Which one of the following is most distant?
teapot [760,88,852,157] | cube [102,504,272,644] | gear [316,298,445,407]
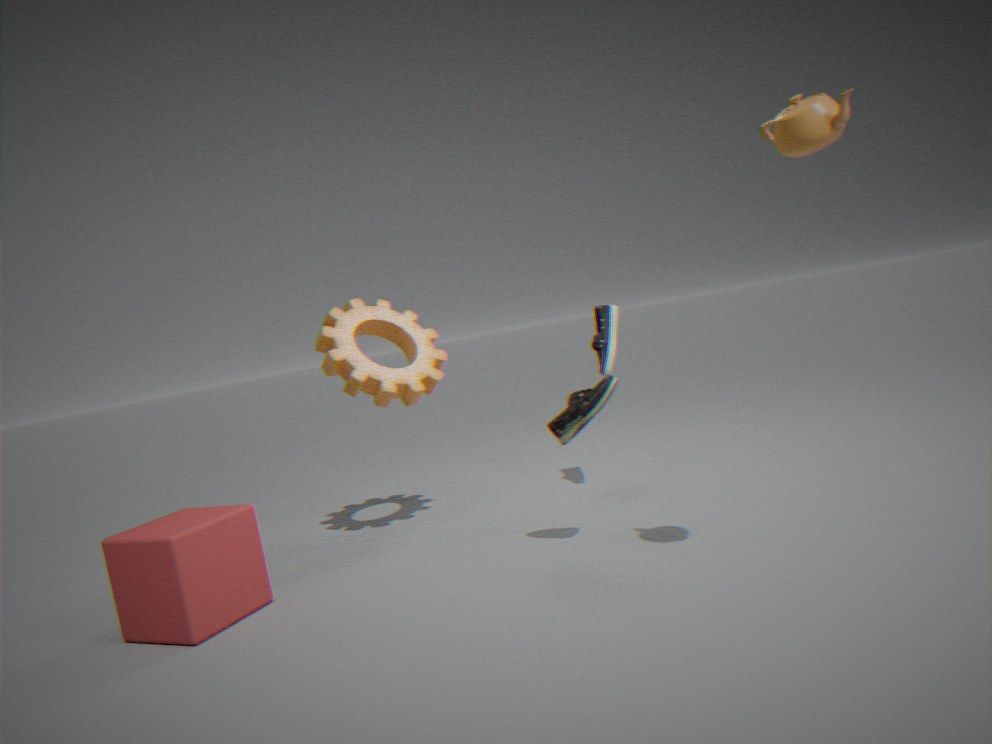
gear [316,298,445,407]
